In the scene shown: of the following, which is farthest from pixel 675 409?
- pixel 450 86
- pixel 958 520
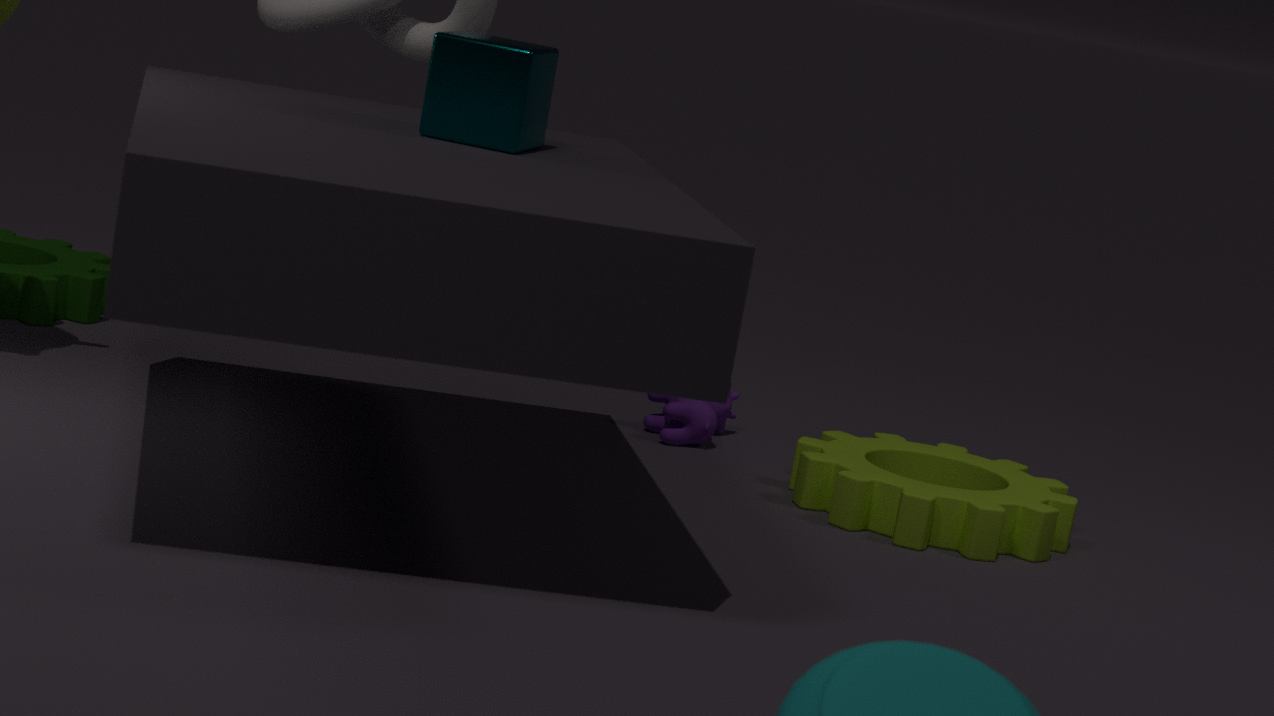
pixel 450 86
